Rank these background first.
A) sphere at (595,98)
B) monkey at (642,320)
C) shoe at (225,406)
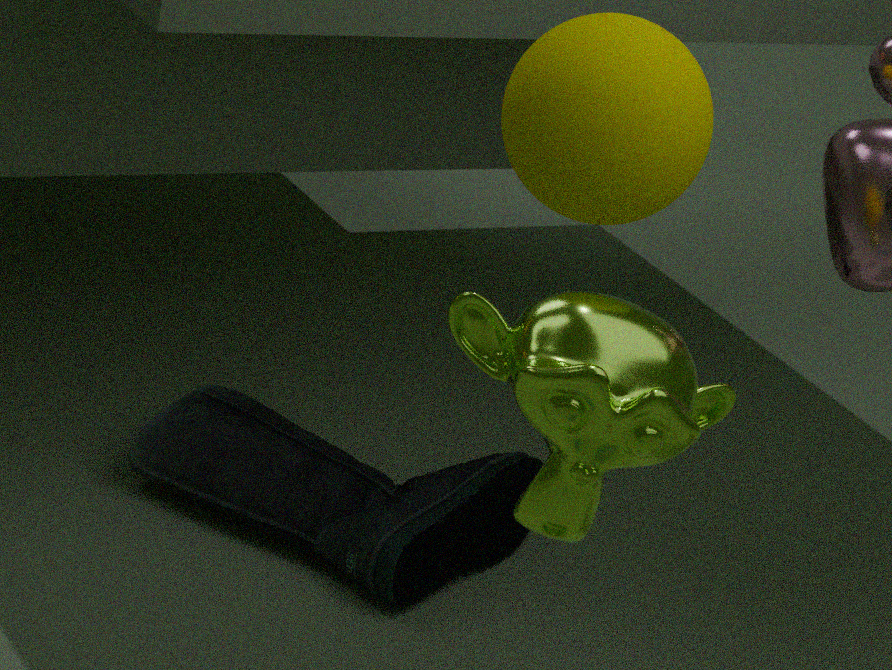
1. shoe at (225,406)
2. sphere at (595,98)
3. monkey at (642,320)
